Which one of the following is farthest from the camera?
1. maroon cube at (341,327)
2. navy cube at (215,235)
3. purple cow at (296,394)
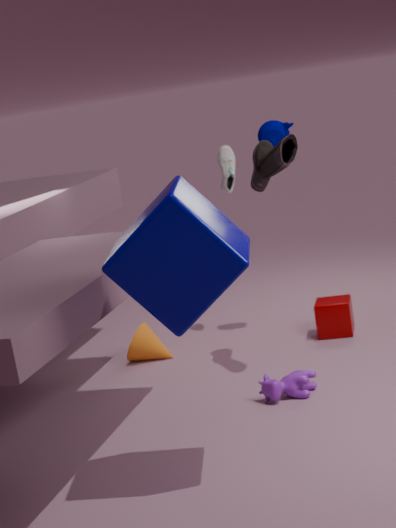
maroon cube at (341,327)
